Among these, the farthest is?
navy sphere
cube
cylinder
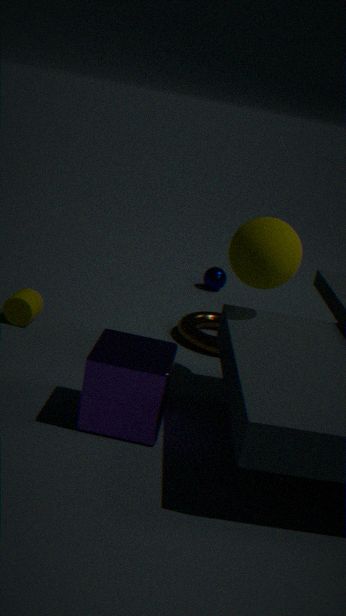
navy sphere
